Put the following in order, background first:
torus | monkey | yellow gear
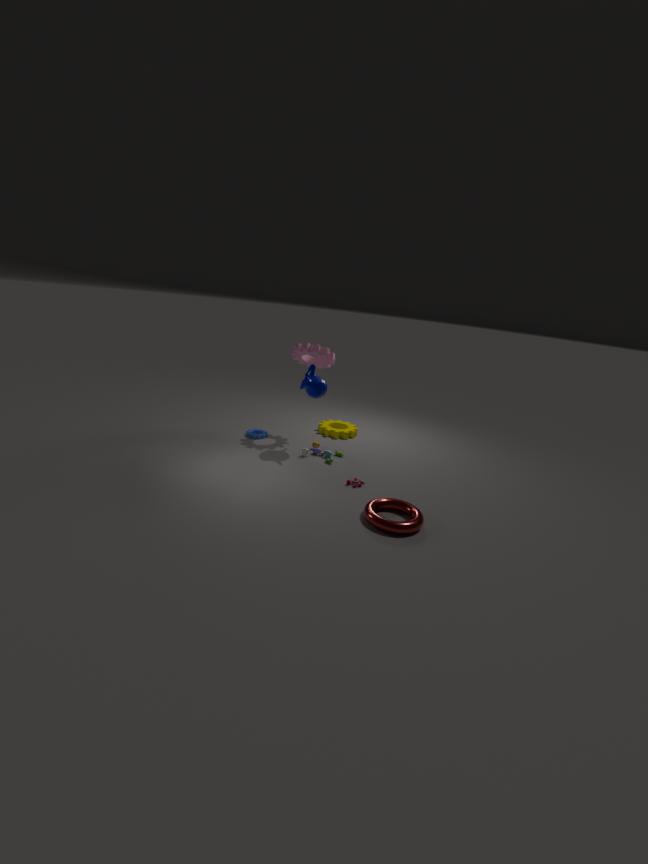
1. yellow gear
2. monkey
3. torus
